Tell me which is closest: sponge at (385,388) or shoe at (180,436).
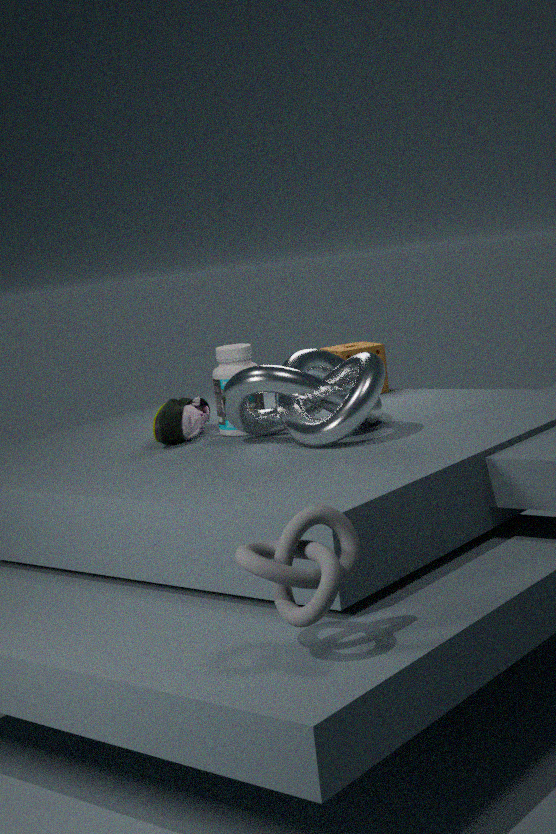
shoe at (180,436)
